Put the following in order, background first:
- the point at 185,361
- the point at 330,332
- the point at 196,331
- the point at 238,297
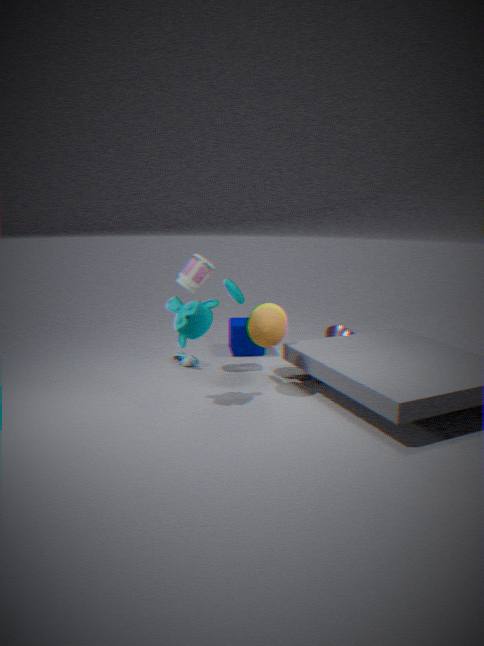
the point at 330,332
the point at 185,361
the point at 238,297
the point at 196,331
